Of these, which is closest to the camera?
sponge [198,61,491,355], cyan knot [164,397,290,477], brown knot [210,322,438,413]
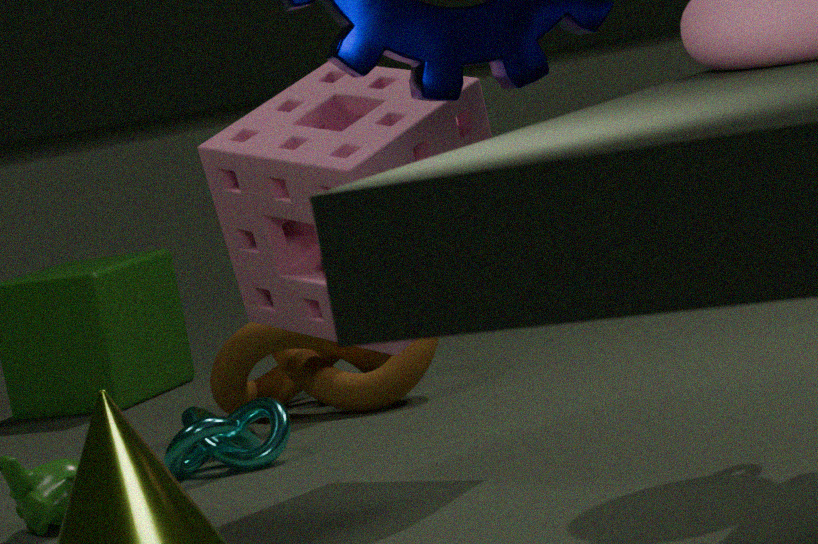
sponge [198,61,491,355]
